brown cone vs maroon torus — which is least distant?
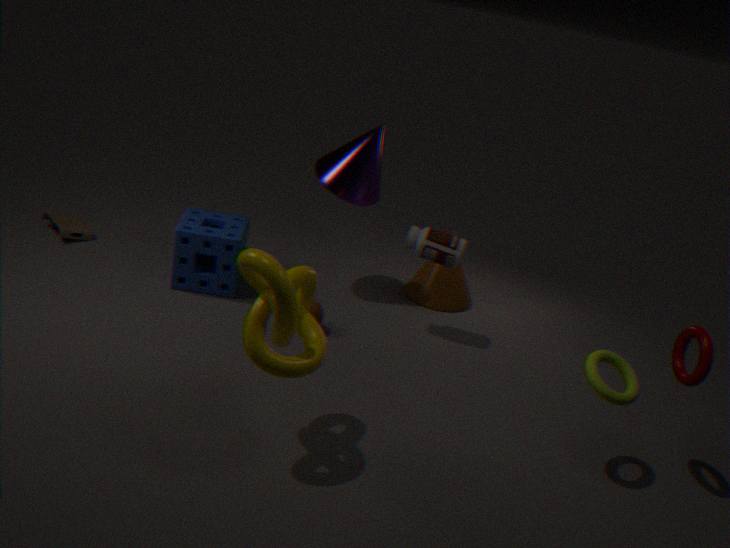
maroon torus
